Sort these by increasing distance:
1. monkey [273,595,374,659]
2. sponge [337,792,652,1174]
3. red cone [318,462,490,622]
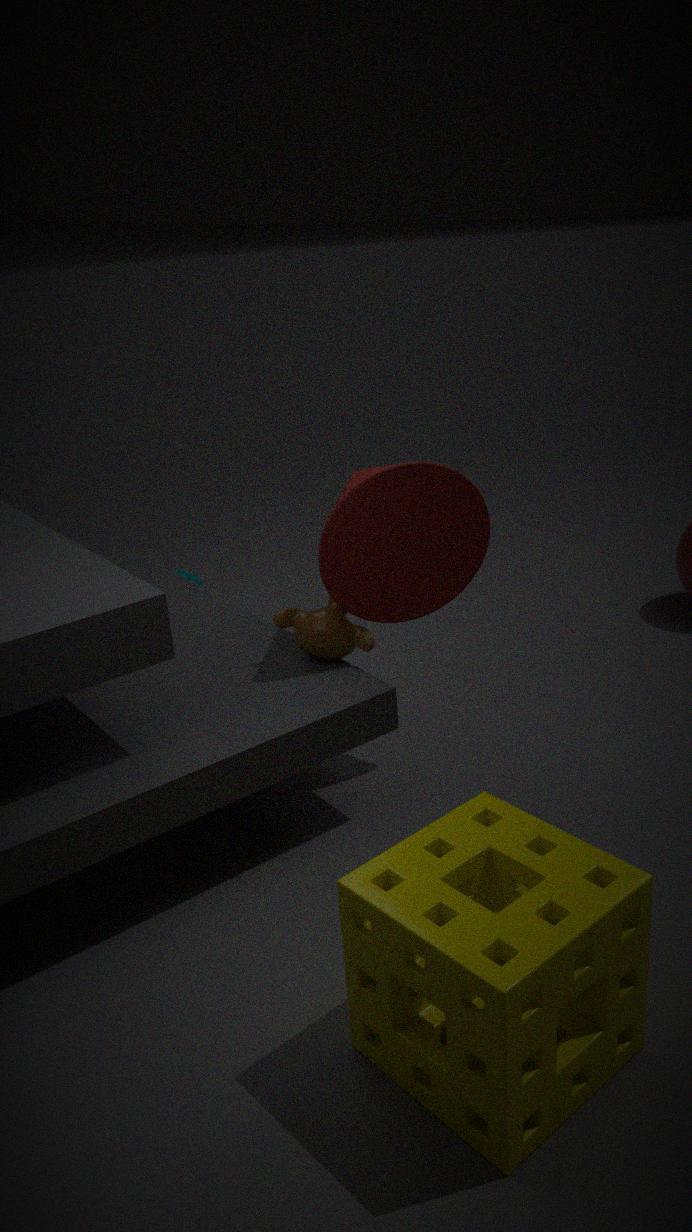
sponge [337,792,652,1174] < red cone [318,462,490,622] < monkey [273,595,374,659]
